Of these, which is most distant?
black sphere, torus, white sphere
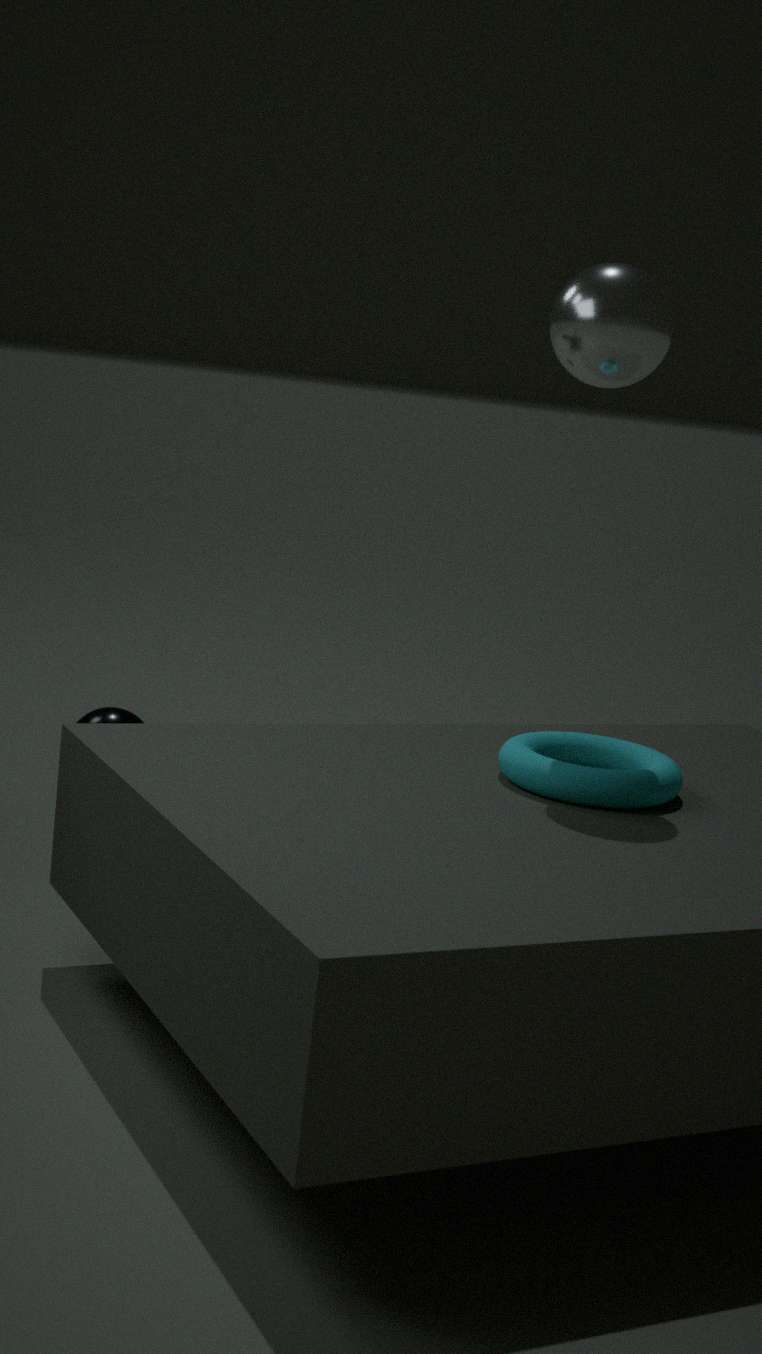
black sphere
